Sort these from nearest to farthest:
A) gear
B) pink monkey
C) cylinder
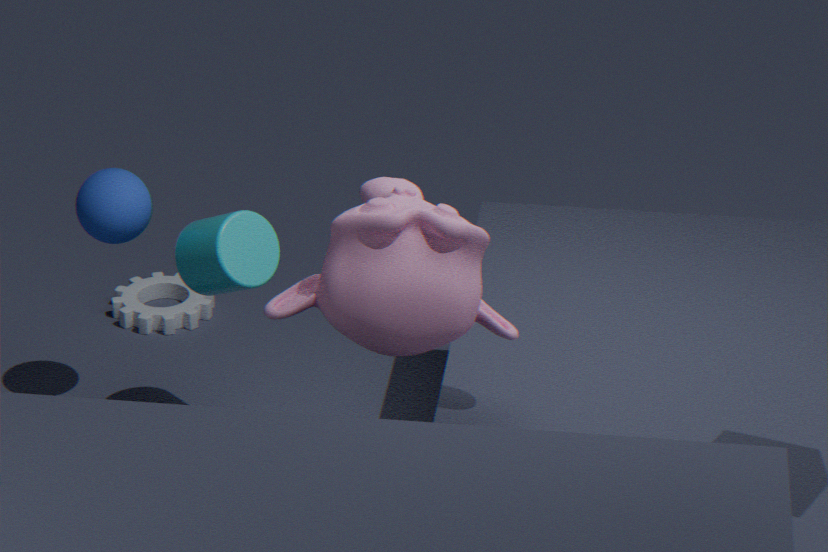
1. pink monkey
2. cylinder
3. gear
